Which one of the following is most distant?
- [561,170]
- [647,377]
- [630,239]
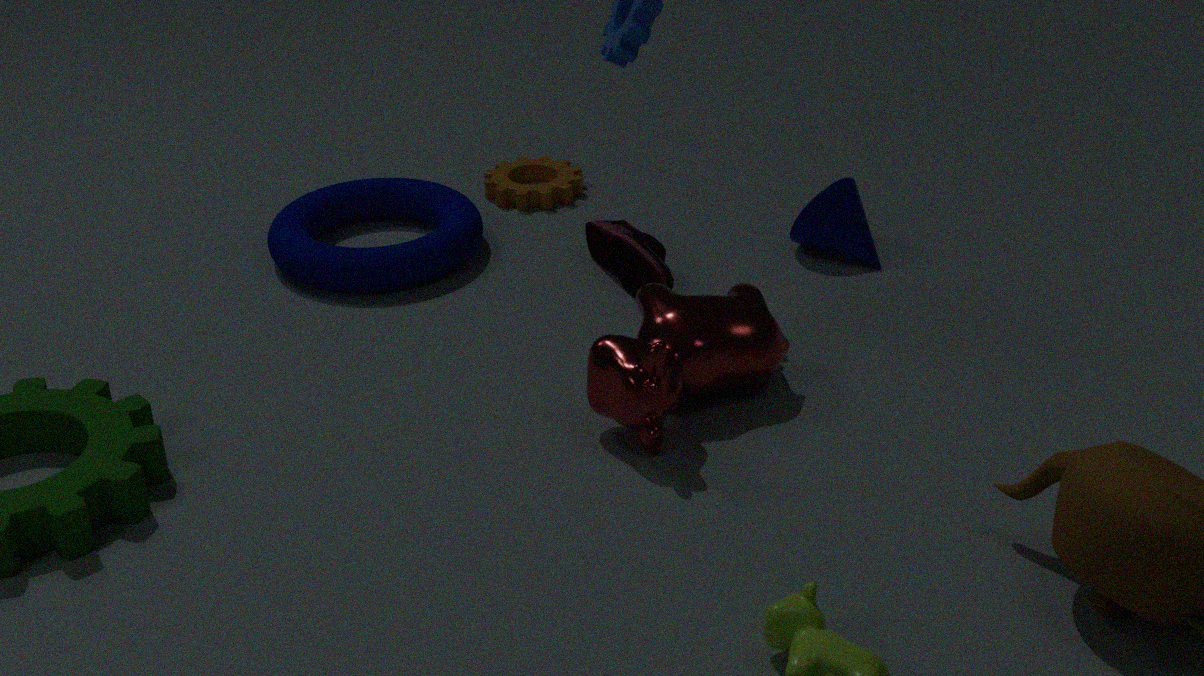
[561,170]
